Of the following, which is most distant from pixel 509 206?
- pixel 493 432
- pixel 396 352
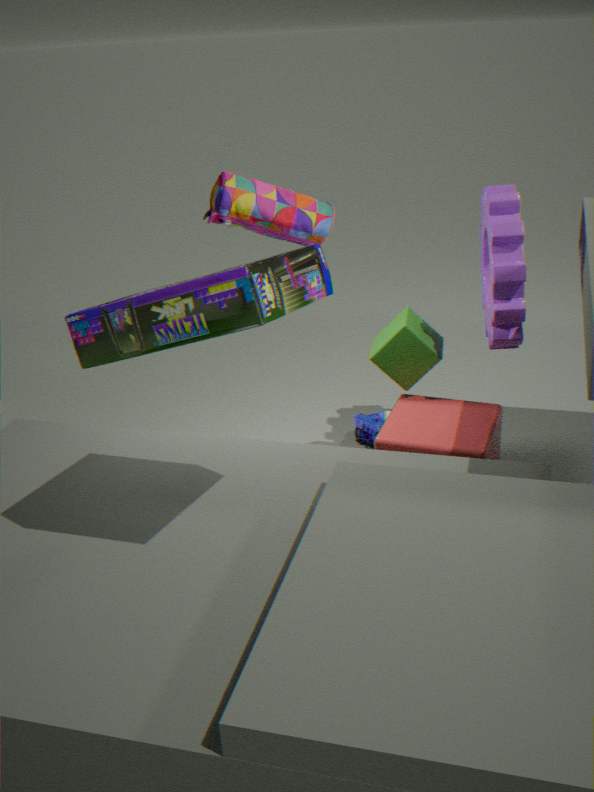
pixel 493 432
